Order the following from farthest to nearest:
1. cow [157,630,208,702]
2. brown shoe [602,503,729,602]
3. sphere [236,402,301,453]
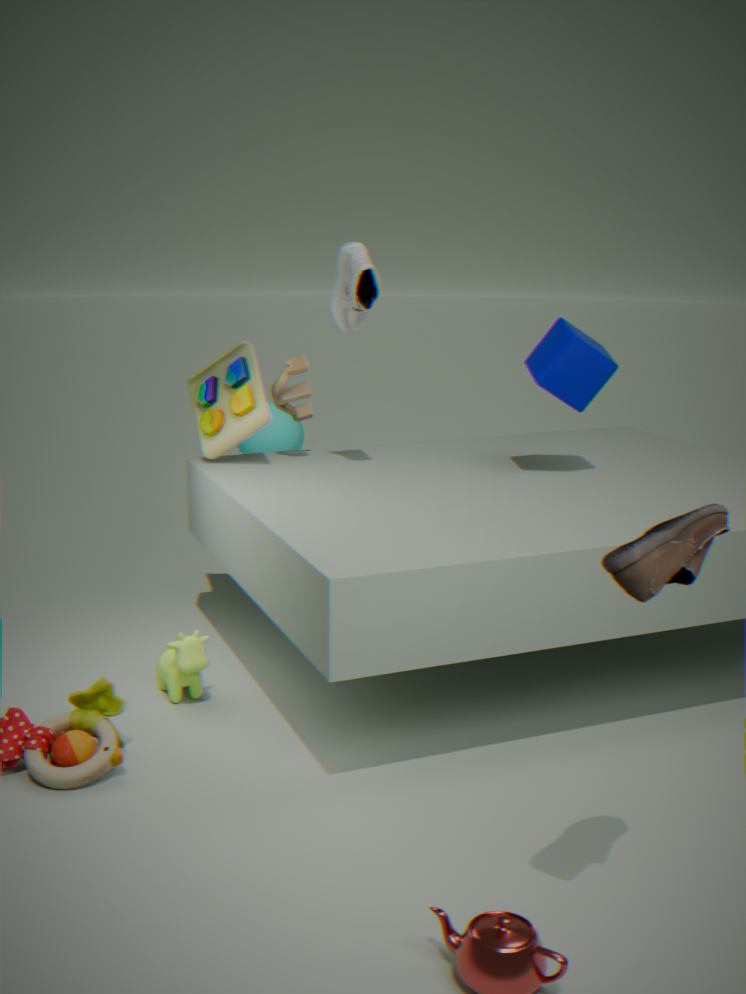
1. sphere [236,402,301,453]
2. cow [157,630,208,702]
3. brown shoe [602,503,729,602]
